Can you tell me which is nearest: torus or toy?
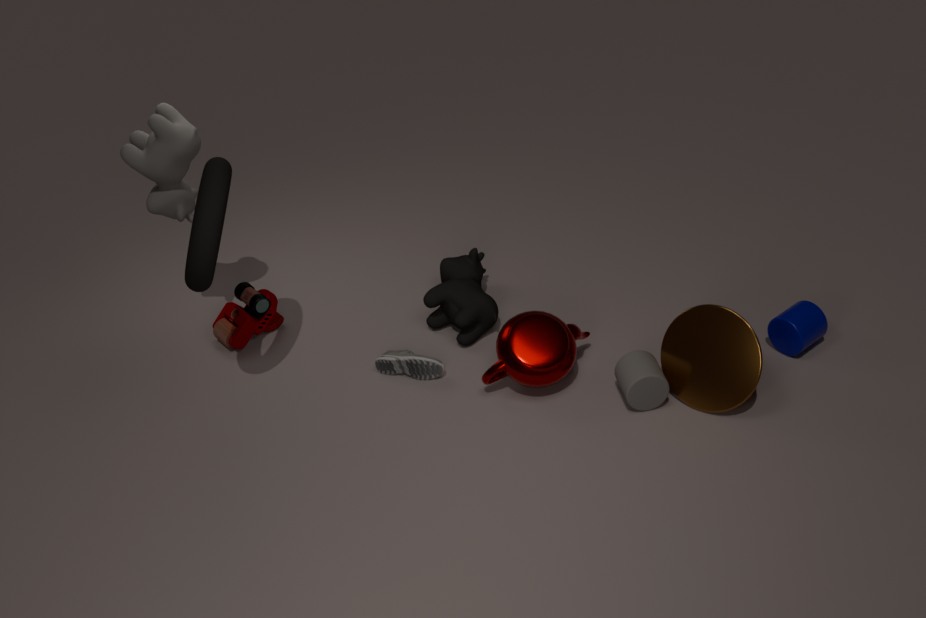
torus
